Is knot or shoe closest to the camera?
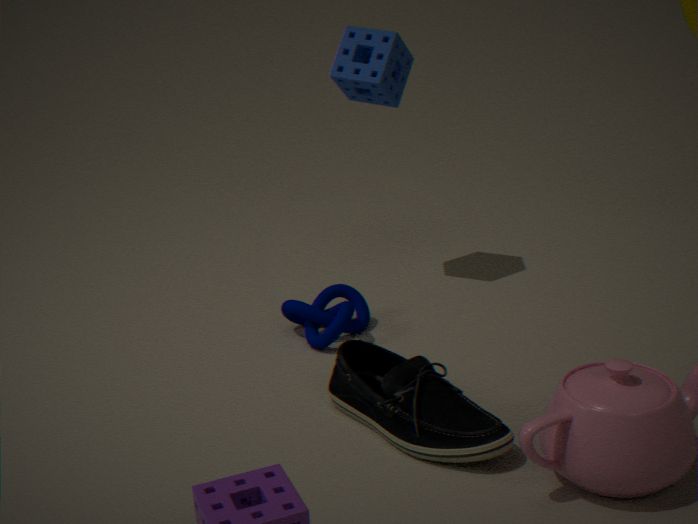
shoe
